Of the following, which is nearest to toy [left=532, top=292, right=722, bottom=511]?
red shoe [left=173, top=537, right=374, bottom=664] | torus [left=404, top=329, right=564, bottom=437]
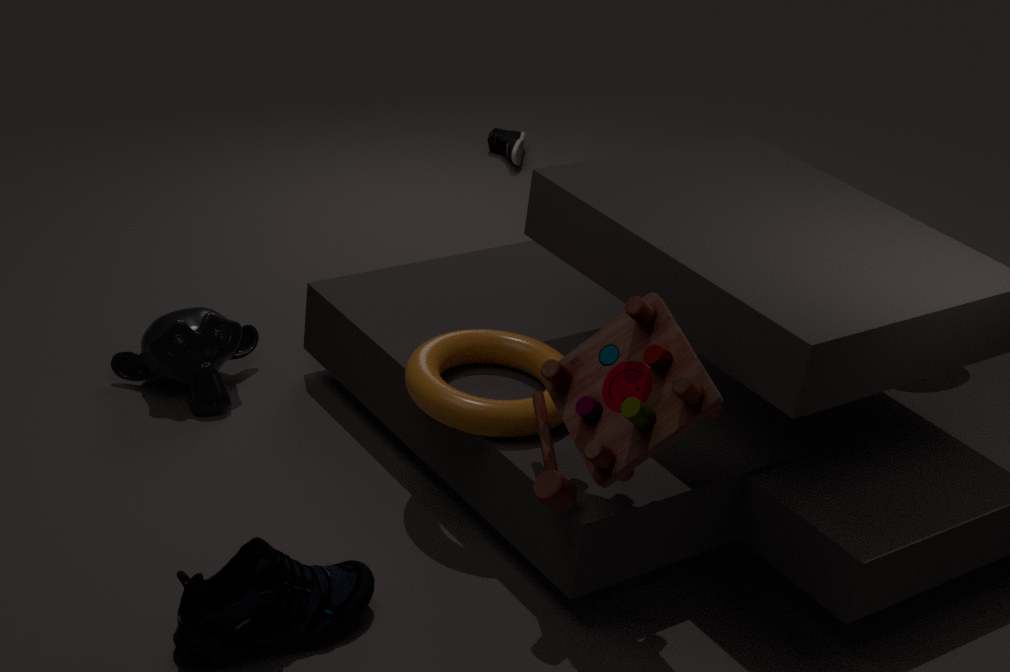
torus [left=404, top=329, right=564, bottom=437]
